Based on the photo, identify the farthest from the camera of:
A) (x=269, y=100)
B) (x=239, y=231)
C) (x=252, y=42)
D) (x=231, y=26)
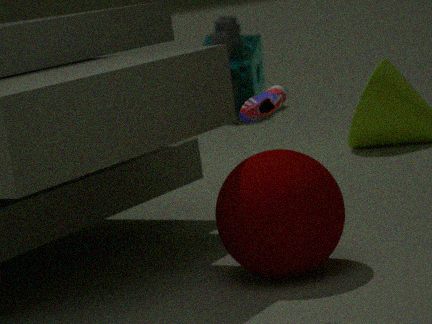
(x=252, y=42)
